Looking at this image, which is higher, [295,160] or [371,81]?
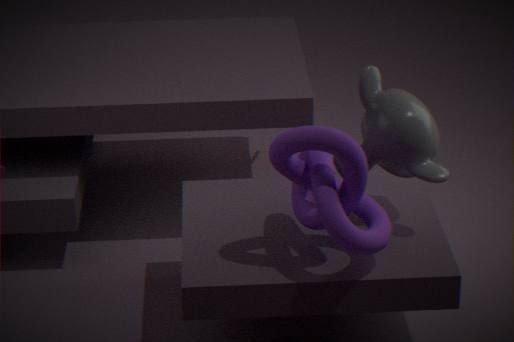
[371,81]
